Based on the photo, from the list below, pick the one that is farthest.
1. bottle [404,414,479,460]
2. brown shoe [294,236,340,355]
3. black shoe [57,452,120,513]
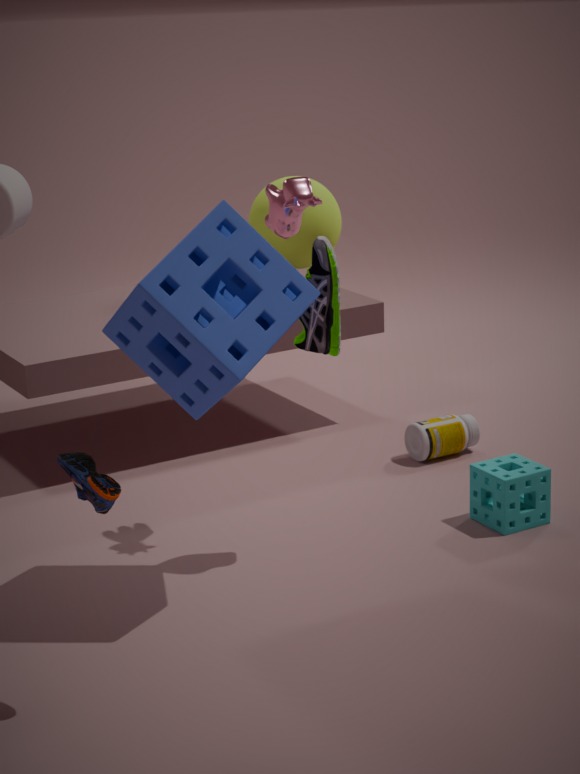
bottle [404,414,479,460]
